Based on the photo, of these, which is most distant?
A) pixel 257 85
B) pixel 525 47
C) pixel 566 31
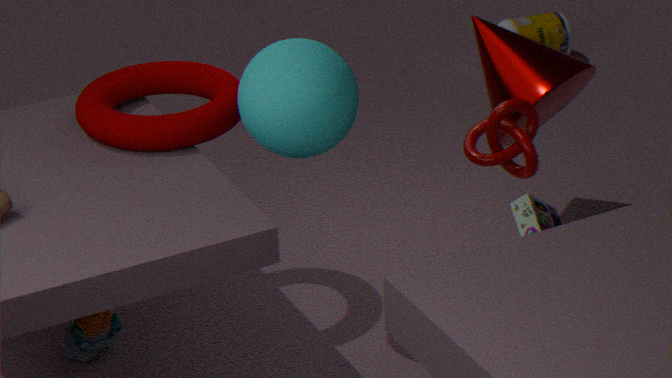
pixel 566 31
